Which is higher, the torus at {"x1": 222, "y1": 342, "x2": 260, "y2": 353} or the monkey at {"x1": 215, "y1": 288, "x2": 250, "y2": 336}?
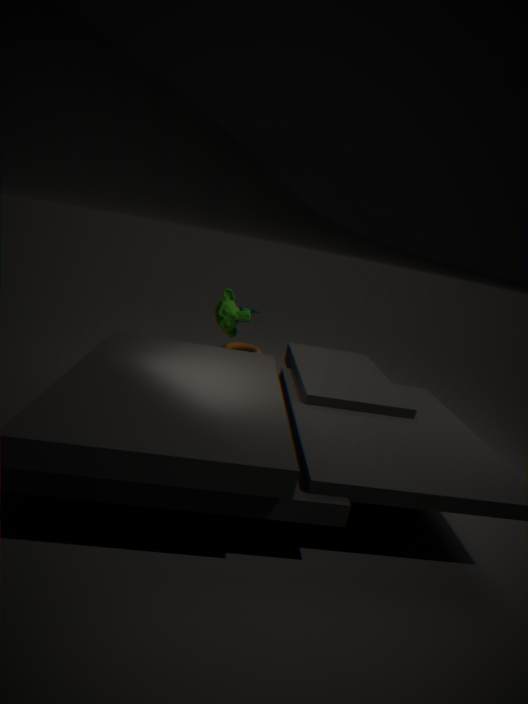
the monkey at {"x1": 215, "y1": 288, "x2": 250, "y2": 336}
